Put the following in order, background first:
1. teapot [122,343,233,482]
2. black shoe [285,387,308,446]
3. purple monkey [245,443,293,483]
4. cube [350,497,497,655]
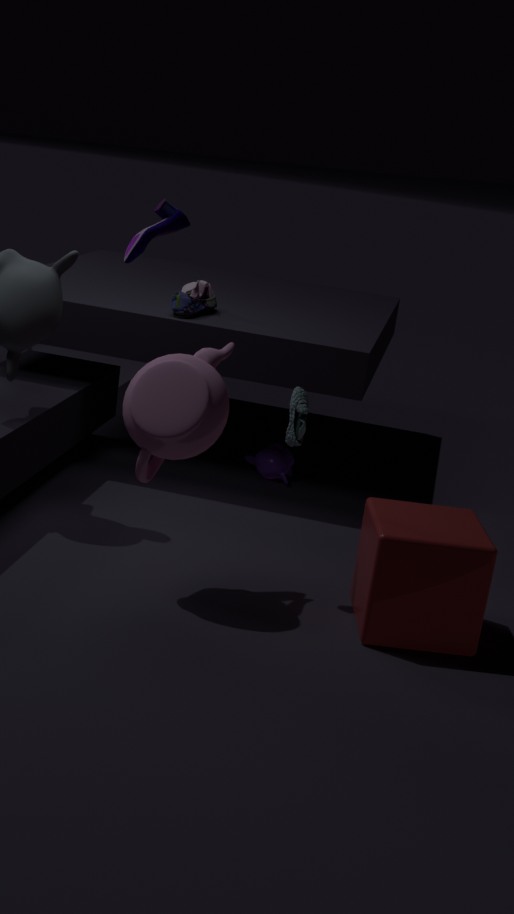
purple monkey [245,443,293,483]
black shoe [285,387,308,446]
teapot [122,343,233,482]
cube [350,497,497,655]
